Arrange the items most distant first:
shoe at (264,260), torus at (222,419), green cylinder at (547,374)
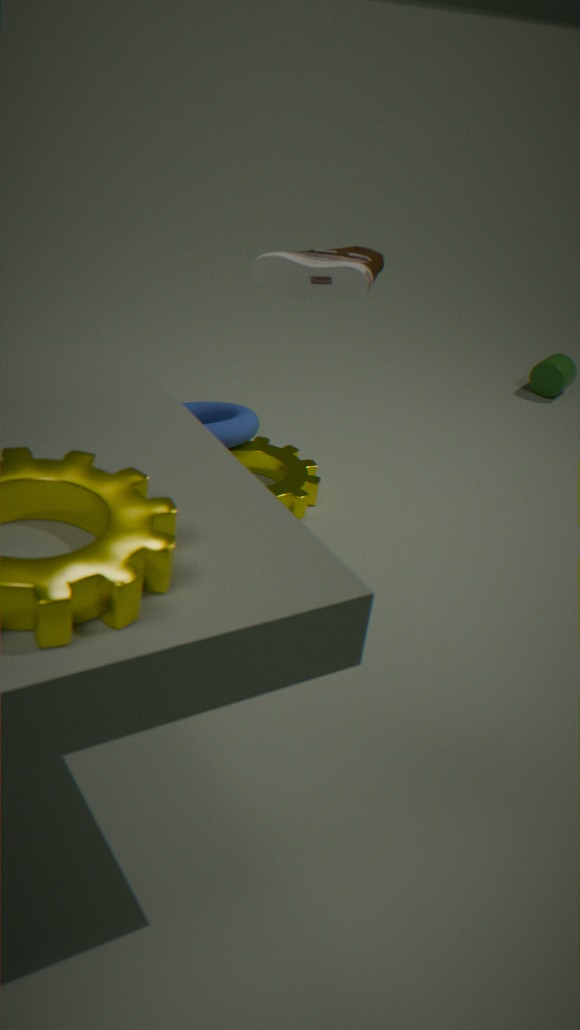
1. green cylinder at (547,374)
2. torus at (222,419)
3. shoe at (264,260)
